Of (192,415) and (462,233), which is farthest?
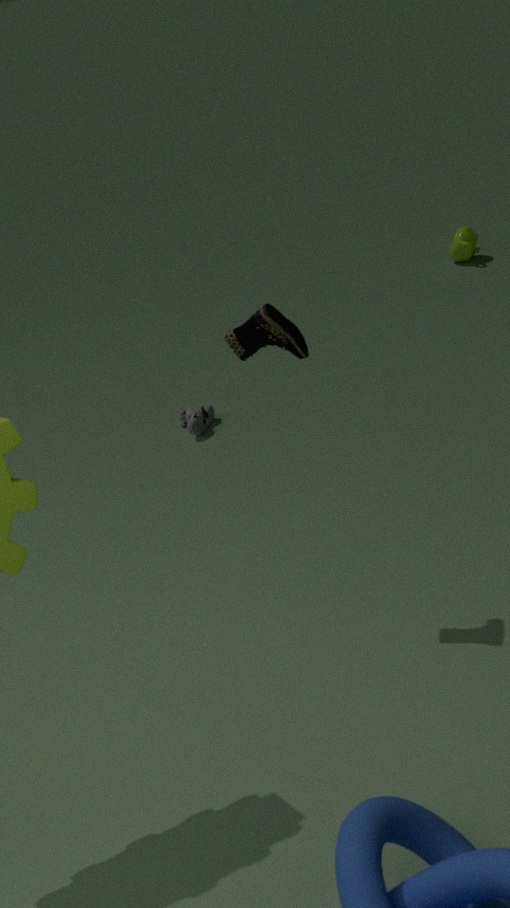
(462,233)
